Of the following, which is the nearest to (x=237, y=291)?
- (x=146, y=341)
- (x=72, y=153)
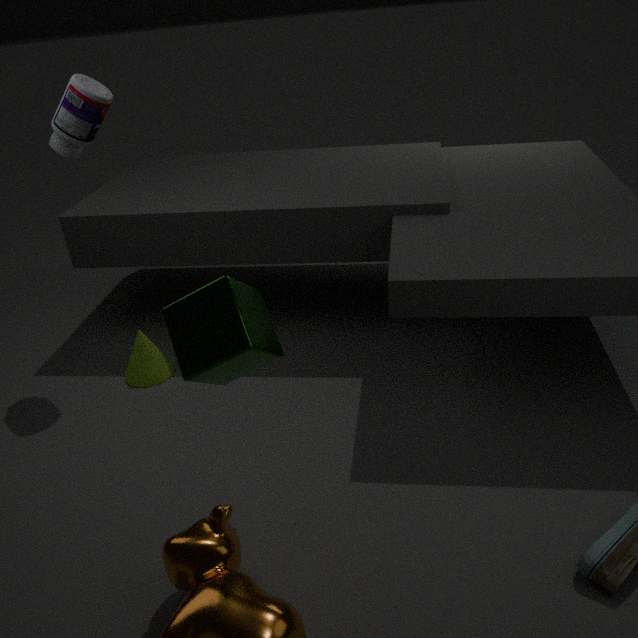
(x=146, y=341)
